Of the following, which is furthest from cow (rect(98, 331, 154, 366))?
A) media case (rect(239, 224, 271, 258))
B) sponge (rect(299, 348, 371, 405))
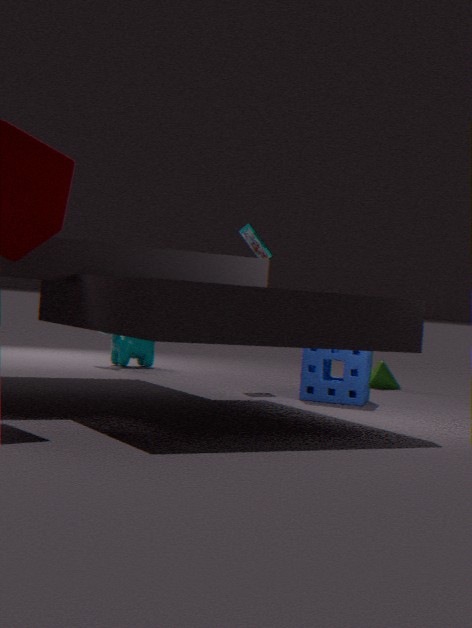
sponge (rect(299, 348, 371, 405))
